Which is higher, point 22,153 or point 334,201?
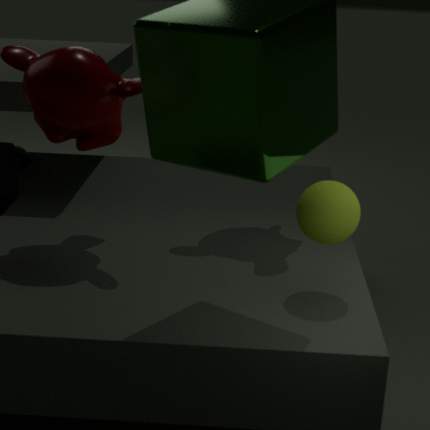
point 334,201
